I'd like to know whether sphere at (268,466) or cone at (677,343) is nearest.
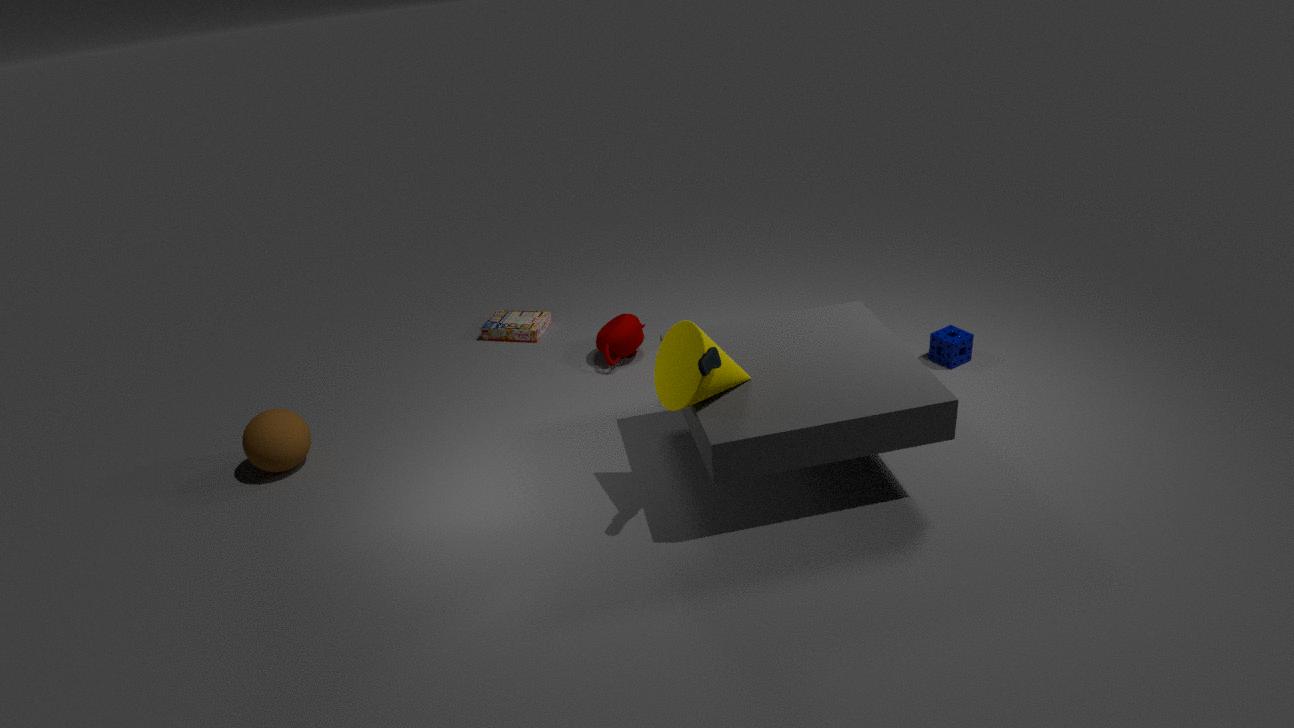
cone at (677,343)
